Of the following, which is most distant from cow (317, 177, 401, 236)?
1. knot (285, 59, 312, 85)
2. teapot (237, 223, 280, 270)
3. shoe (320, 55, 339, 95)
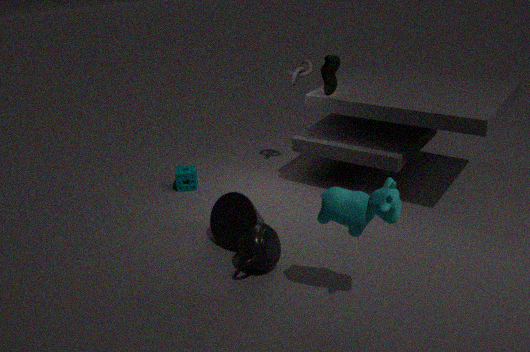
knot (285, 59, 312, 85)
